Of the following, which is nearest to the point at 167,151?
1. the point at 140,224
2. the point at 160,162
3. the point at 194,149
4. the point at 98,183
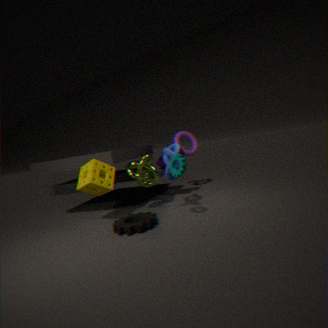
the point at 160,162
